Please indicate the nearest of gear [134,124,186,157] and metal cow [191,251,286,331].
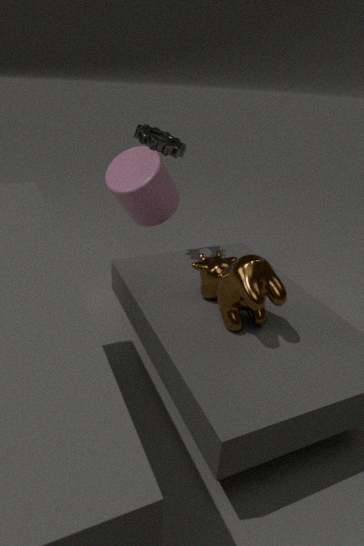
metal cow [191,251,286,331]
